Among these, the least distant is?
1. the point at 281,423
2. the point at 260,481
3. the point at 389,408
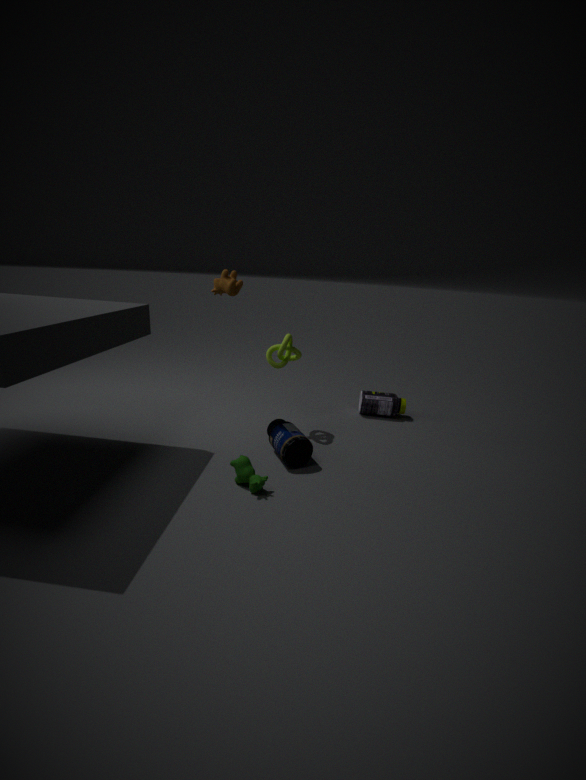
the point at 260,481
